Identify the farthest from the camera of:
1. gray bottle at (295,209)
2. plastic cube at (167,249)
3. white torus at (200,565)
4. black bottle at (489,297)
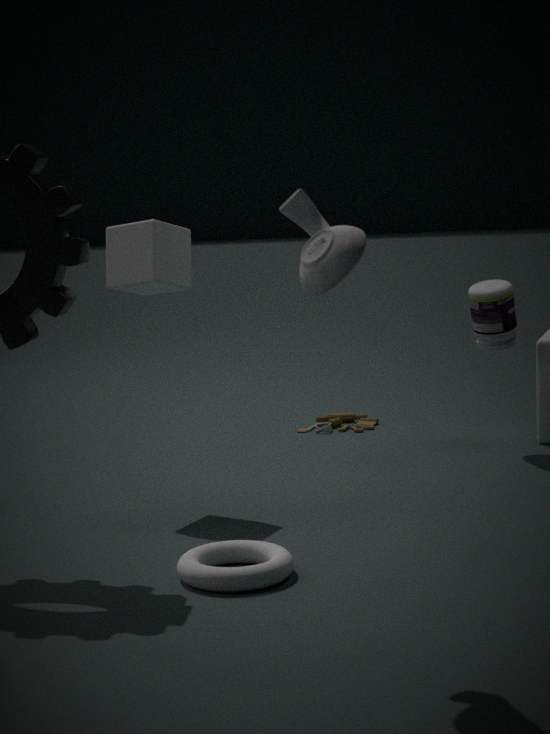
black bottle at (489,297)
